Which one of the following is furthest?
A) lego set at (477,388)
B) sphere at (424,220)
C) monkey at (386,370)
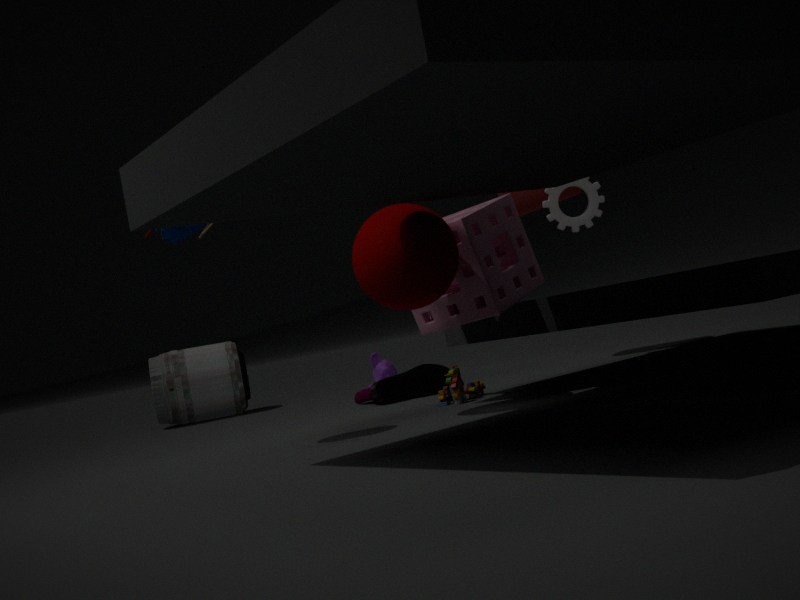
monkey at (386,370)
